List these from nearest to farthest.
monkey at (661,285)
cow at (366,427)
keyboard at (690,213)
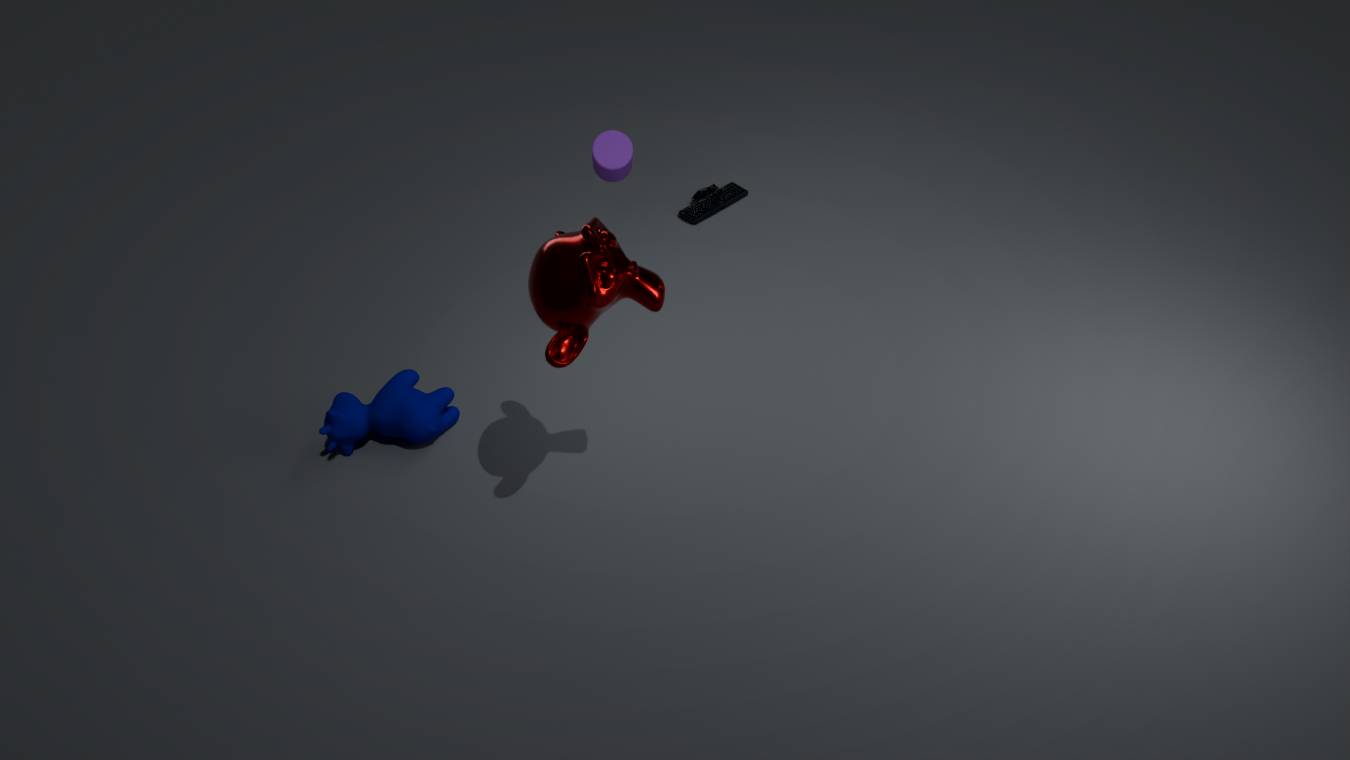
1. monkey at (661,285)
2. cow at (366,427)
3. keyboard at (690,213)
